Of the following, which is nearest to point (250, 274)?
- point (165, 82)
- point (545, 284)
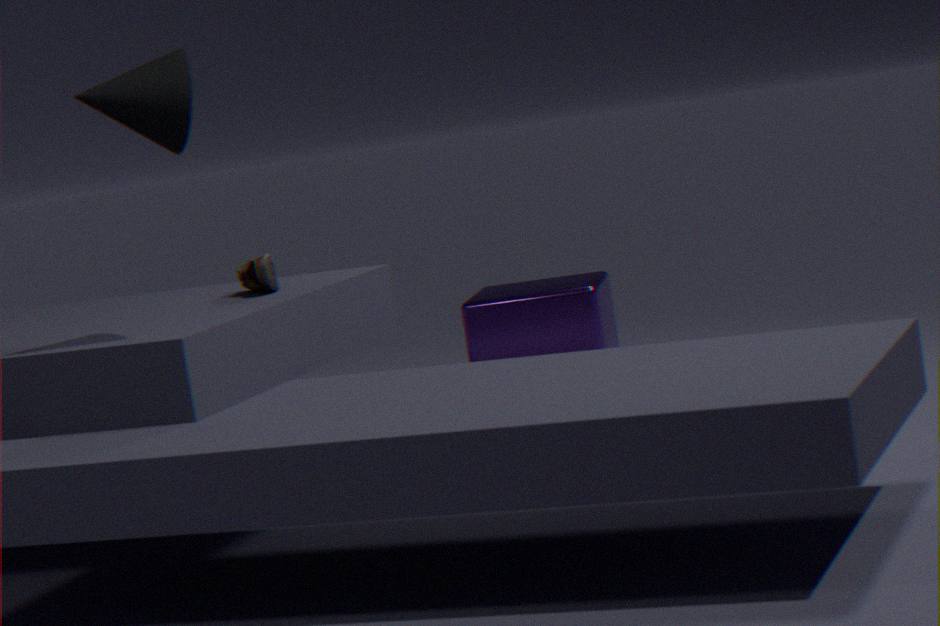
point (165, 82)
